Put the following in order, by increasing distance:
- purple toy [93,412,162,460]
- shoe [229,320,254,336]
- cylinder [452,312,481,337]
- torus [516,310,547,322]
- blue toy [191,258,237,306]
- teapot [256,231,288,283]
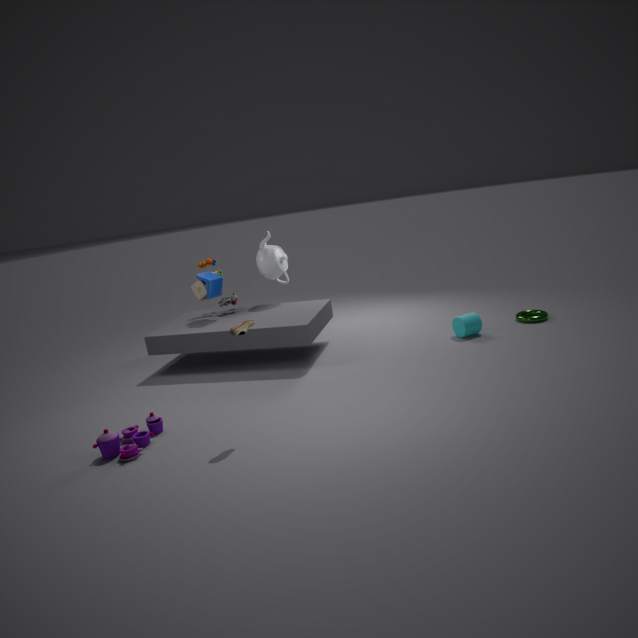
shoe [229,320,254,336]
purple toy [93,412,162,460]
cylinder [452,312,481,337]
torus [516,310,547,322]
blue toy [191,258,237,306]
teapot [256,231,288,283]
